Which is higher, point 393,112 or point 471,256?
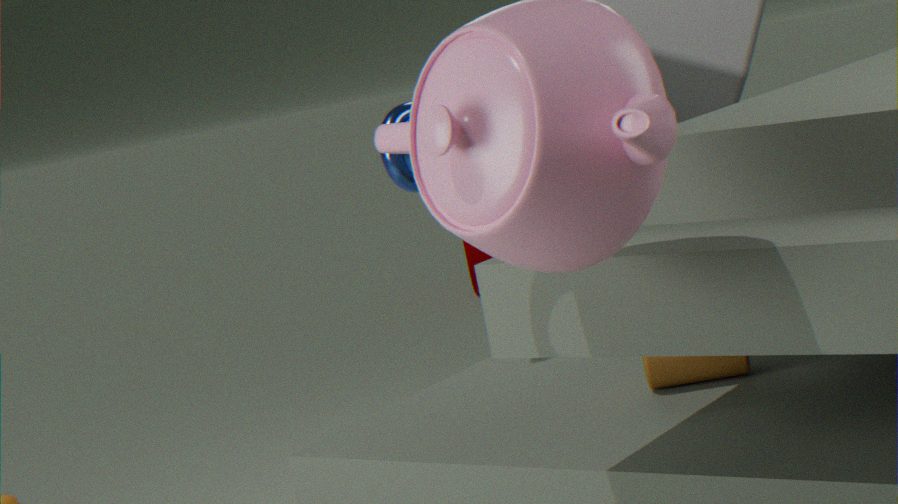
point 393,112
